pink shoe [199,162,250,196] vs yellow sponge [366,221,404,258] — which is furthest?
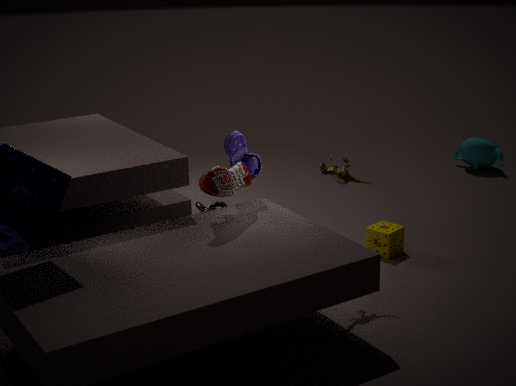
yellow sponge [366,221,404,258]
